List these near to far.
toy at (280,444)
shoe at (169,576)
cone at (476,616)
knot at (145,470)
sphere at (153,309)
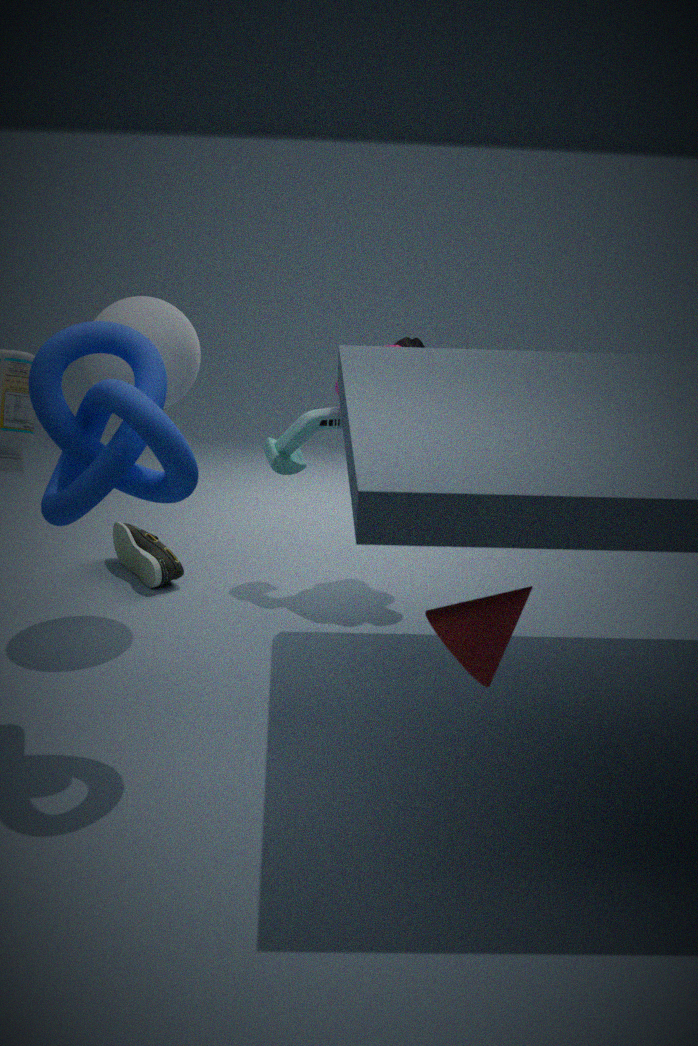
cone at (476,616) → knot at (145,470) → sphere at (153,309) → shoe at (169,576) → toy at (280,444)
